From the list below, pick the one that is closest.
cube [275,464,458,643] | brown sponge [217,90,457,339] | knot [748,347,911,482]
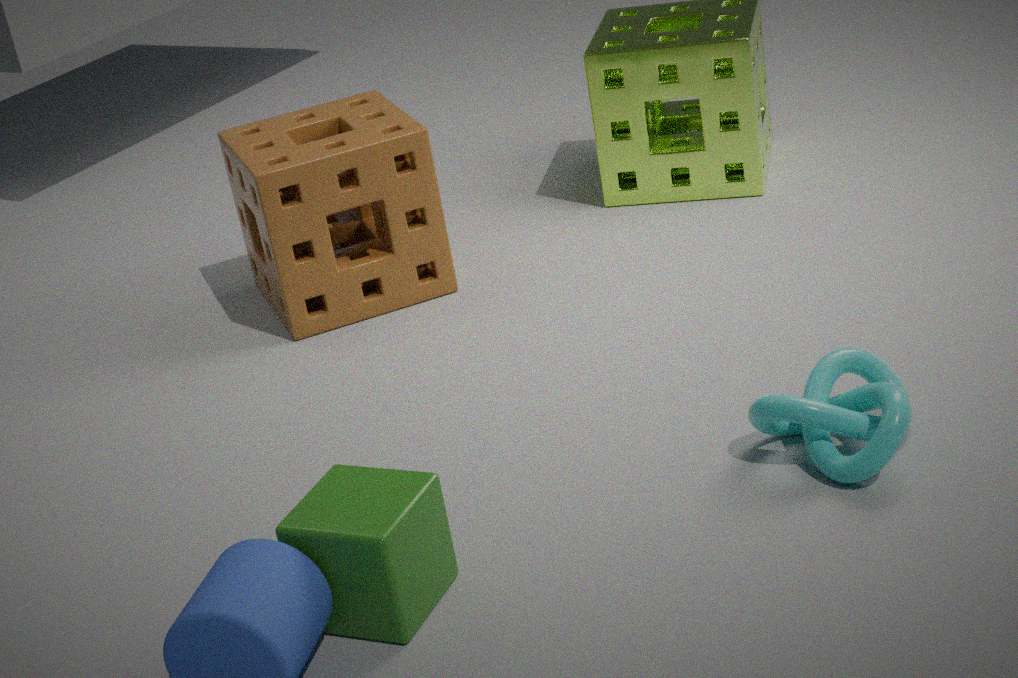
cube [275,464,458,643]
